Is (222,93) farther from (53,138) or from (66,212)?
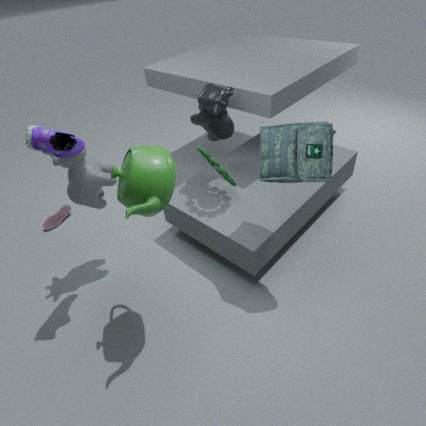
(66,212)
